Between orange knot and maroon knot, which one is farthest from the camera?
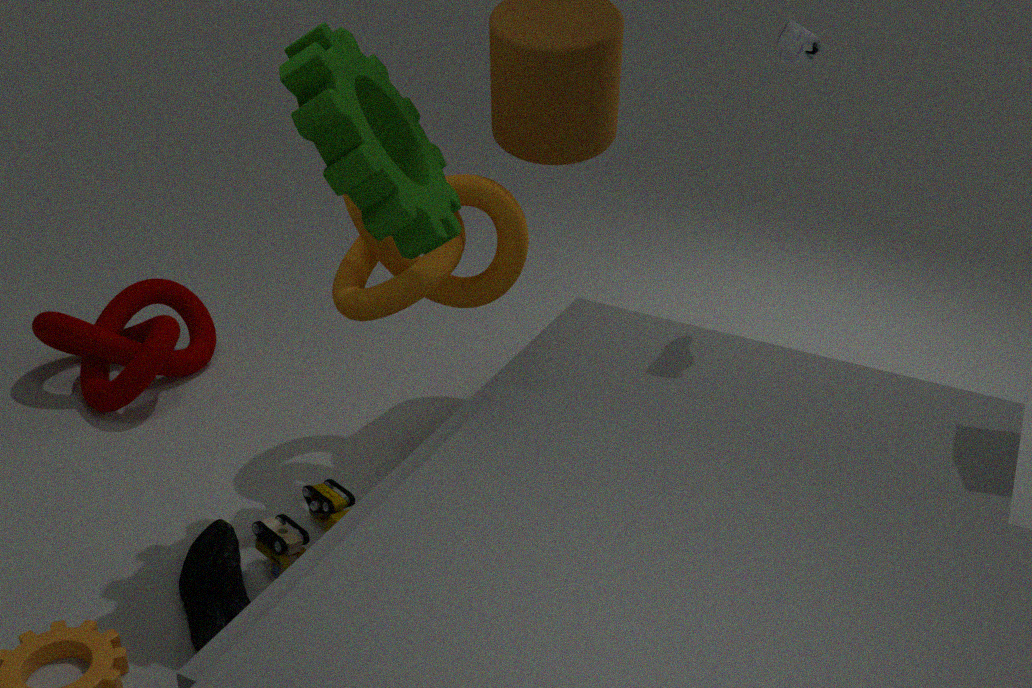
maroon knot
